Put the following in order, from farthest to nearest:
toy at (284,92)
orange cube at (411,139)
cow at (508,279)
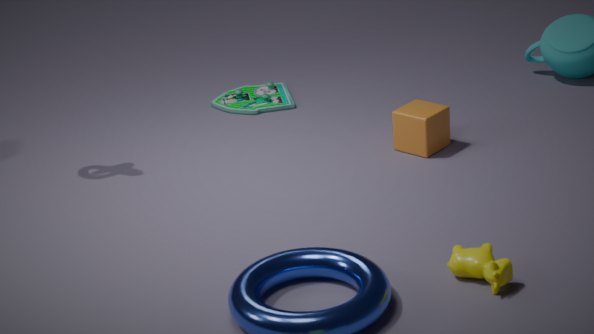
toy at (284,92) → orange cube at (411,139) → cow at (508,279)
